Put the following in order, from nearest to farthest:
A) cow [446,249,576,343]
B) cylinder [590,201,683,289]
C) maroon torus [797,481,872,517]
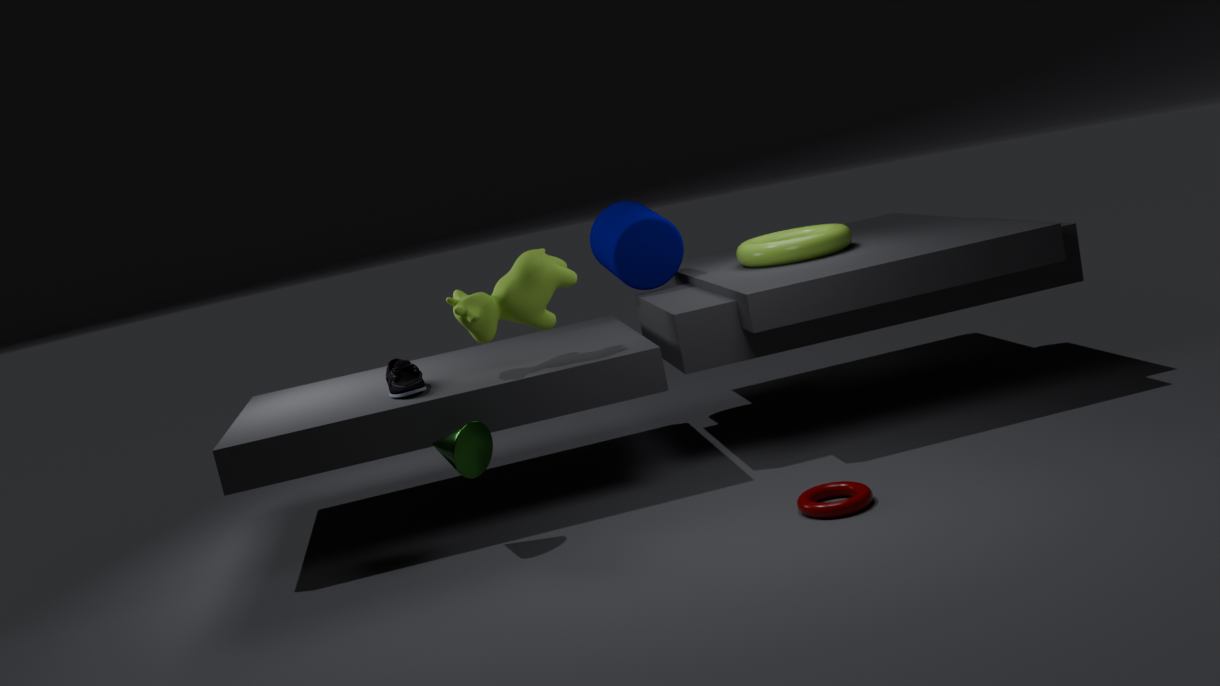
maroon torus [797,481,872,517] < cow [446,249,576,343] < cylinder [590,201,683,289]
